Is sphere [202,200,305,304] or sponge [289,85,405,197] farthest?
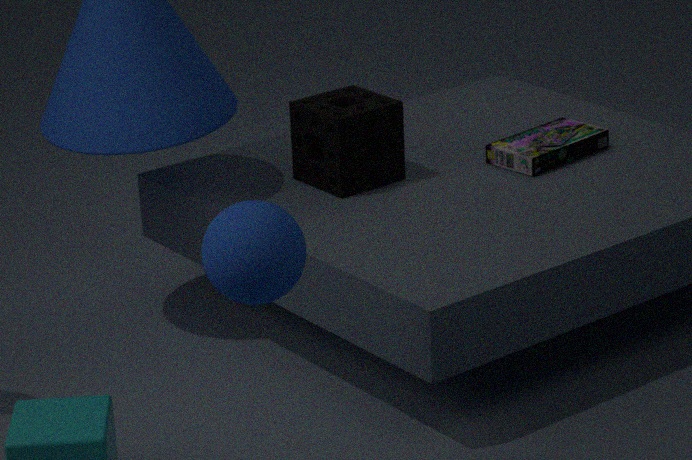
sponge [289,85,405,197]
